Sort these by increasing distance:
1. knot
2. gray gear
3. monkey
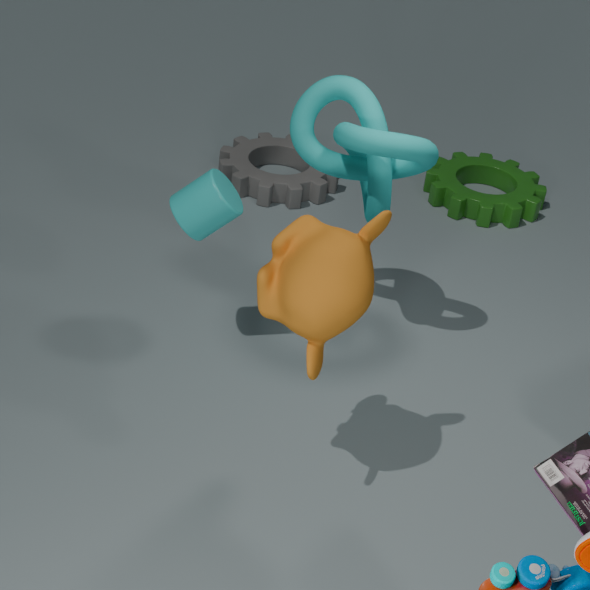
monkey → knot → gray gear
